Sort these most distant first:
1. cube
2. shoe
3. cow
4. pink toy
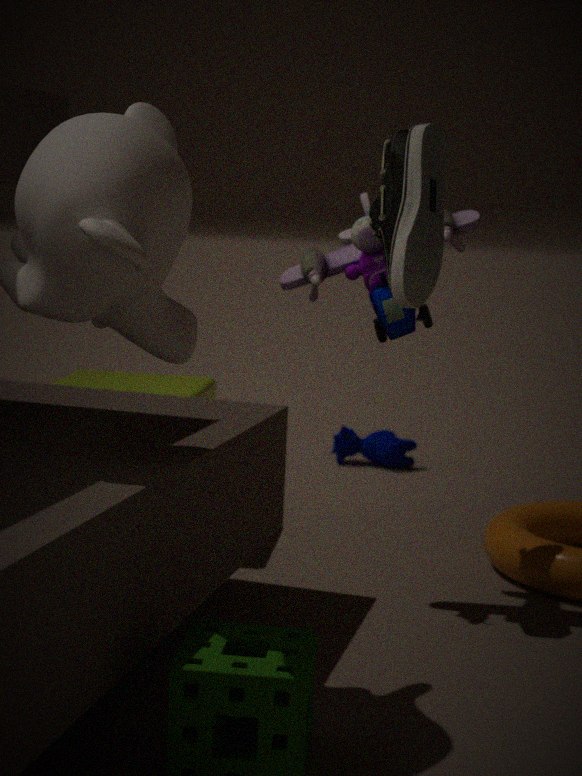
cow → cube → pink toy → shoe
